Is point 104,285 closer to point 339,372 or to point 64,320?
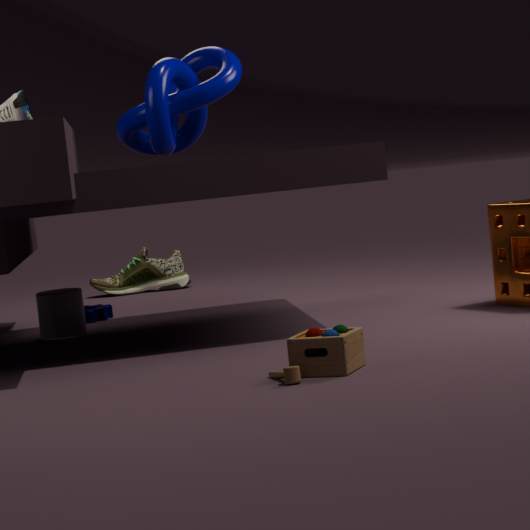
point 64,320
